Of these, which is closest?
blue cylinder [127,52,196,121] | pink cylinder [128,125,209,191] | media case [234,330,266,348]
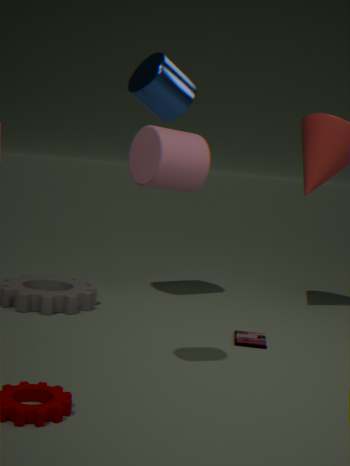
blue cylinder [127,52,196,121]
